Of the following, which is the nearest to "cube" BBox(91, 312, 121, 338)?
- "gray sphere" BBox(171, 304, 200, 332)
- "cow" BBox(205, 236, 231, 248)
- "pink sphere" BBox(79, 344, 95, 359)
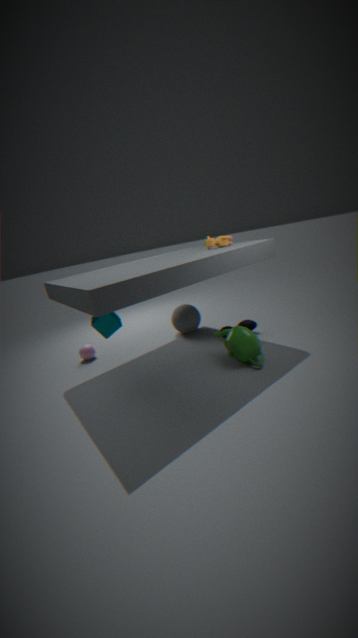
"pink sphere" BBox(79, 344, 95, 359)
